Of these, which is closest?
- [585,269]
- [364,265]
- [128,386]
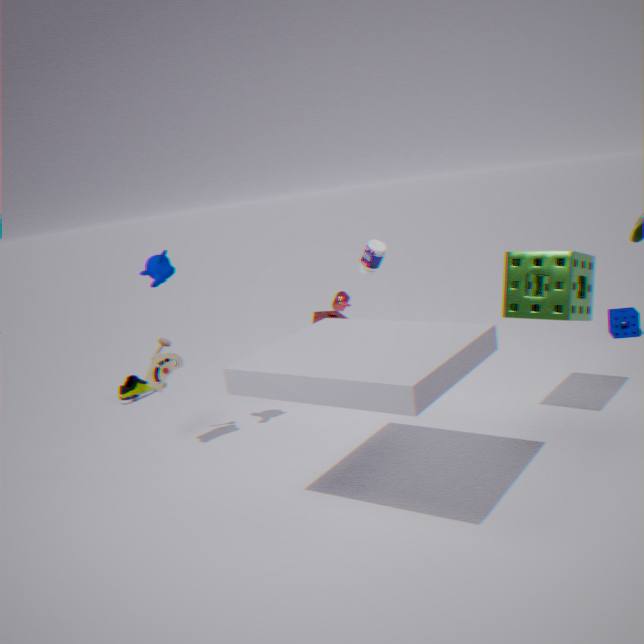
[585,269]
